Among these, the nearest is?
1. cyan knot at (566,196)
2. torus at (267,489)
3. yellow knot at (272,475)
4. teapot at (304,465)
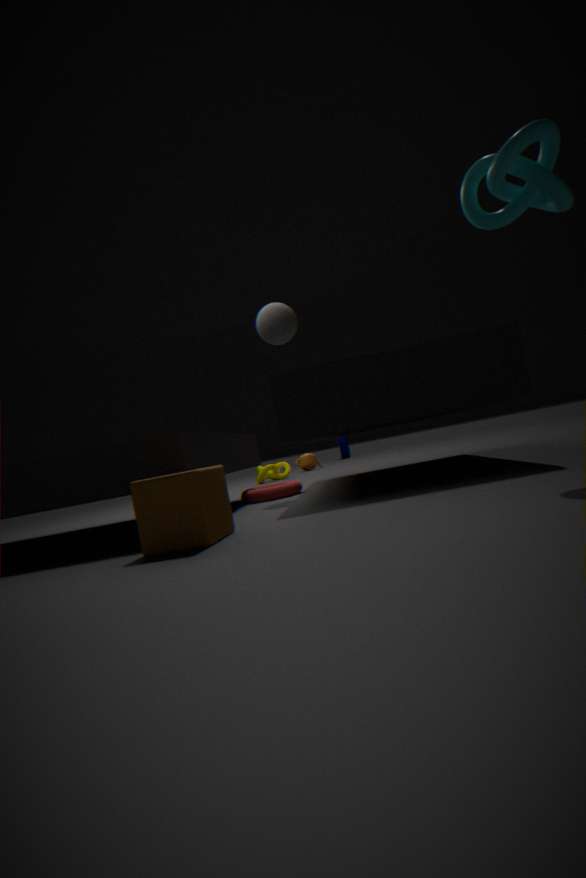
cyan knot at (566,196)
